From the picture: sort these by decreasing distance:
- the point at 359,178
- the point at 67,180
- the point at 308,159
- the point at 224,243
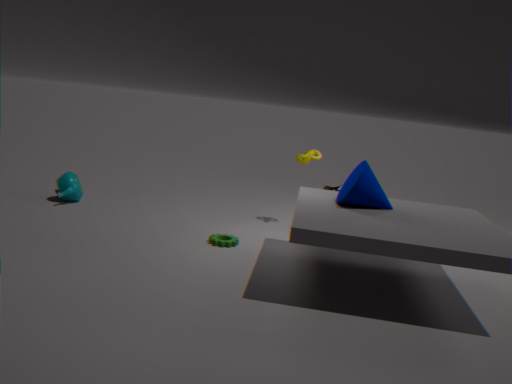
the point at 67,180, the point at 308,159, the point at 224,243, the point at 359,178
